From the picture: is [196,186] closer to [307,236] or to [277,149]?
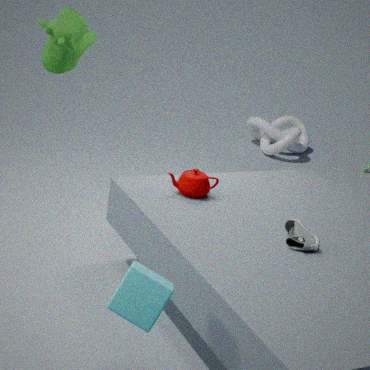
[307,236]
